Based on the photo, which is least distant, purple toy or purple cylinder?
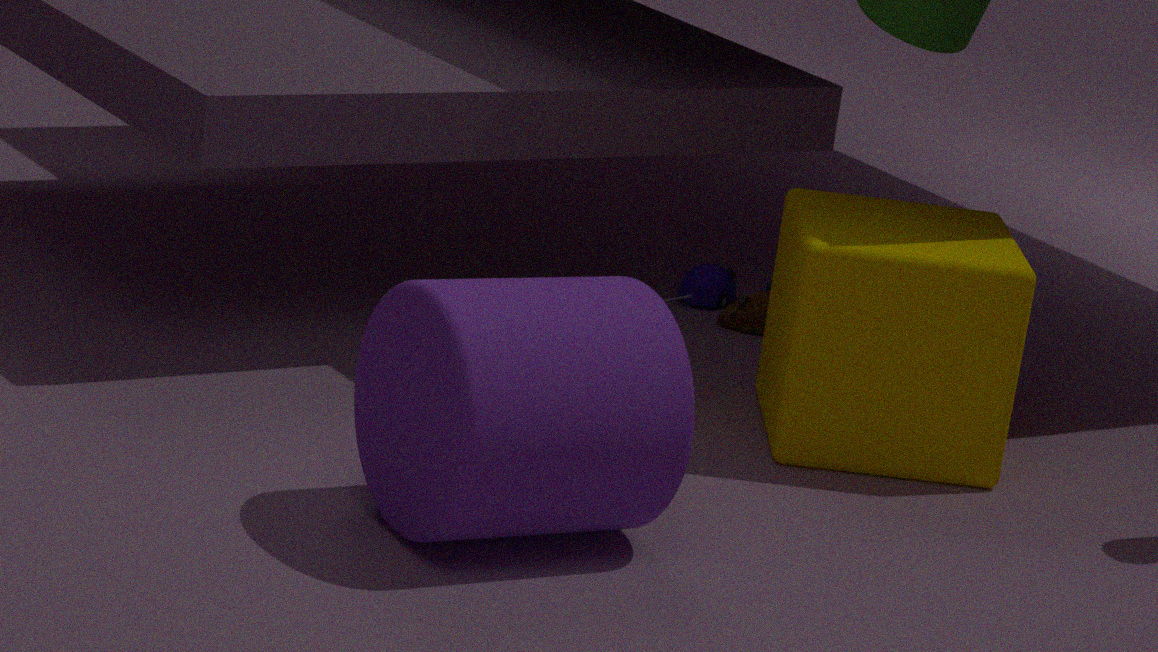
purple cylinder
